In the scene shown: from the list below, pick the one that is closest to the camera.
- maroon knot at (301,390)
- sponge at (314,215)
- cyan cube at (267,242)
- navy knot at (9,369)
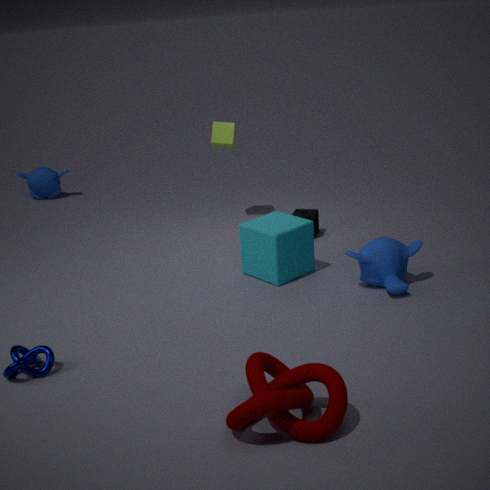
maroon knot at (301,390)
